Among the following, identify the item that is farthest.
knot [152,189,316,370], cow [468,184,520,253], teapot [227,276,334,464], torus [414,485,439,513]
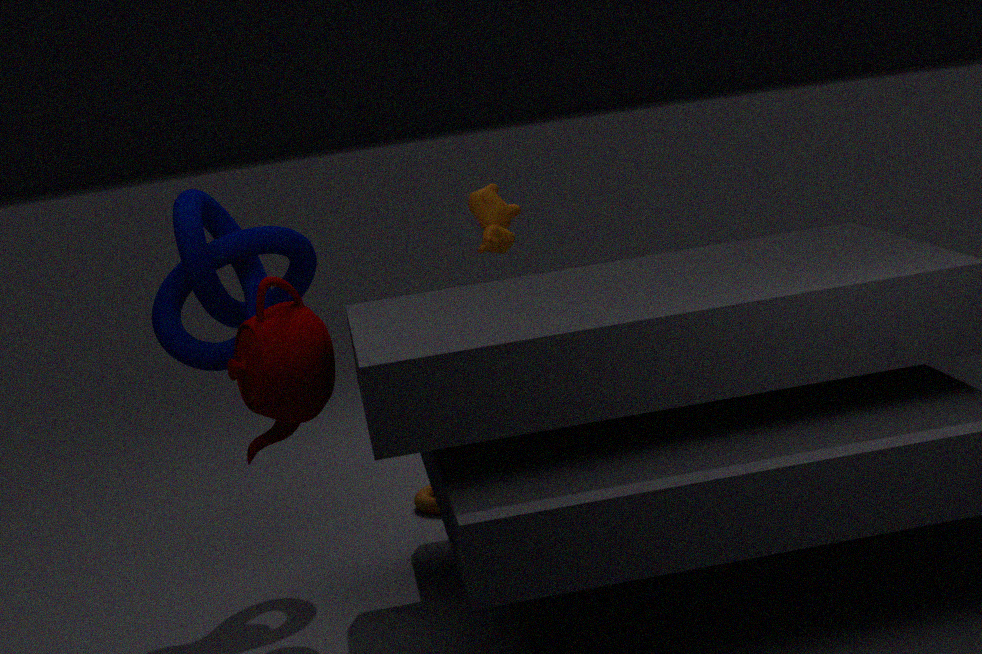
torus [414,485,439,513]
